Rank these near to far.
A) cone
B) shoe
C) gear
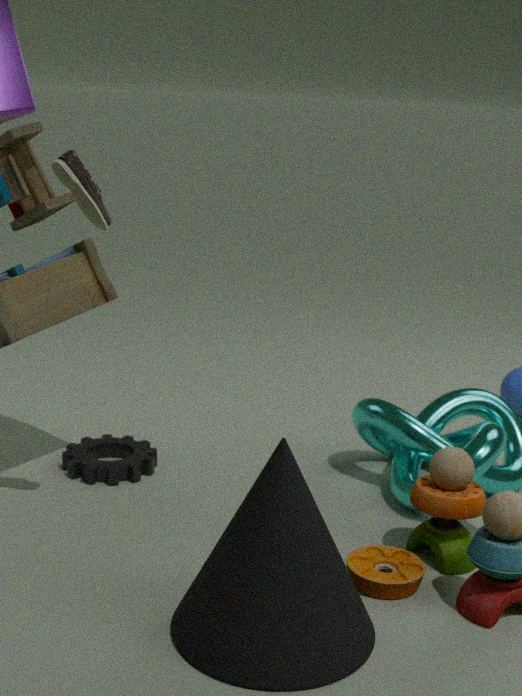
cone, shoe, gear
